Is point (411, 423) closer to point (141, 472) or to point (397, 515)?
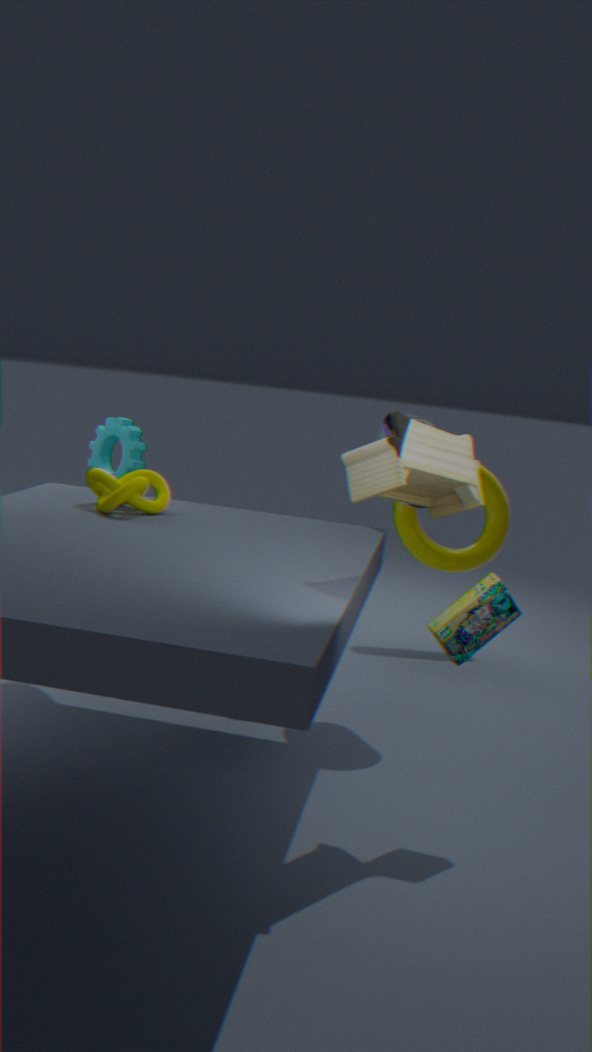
point (141, 472)
